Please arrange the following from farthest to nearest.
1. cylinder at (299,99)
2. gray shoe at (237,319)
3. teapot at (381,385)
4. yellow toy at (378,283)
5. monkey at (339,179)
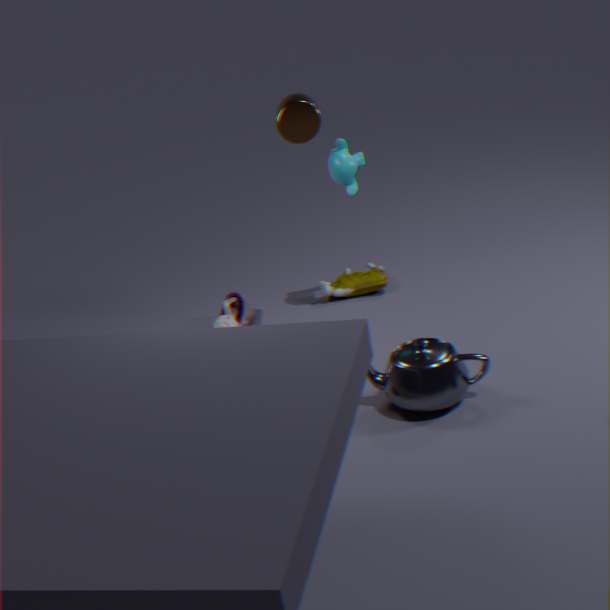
1. yellow toy at (378,283)
2. gray shoe at (237,319)
3. monkey at (339,179)
4. cylinder at (299,99)
5. teapot at (381,385)
